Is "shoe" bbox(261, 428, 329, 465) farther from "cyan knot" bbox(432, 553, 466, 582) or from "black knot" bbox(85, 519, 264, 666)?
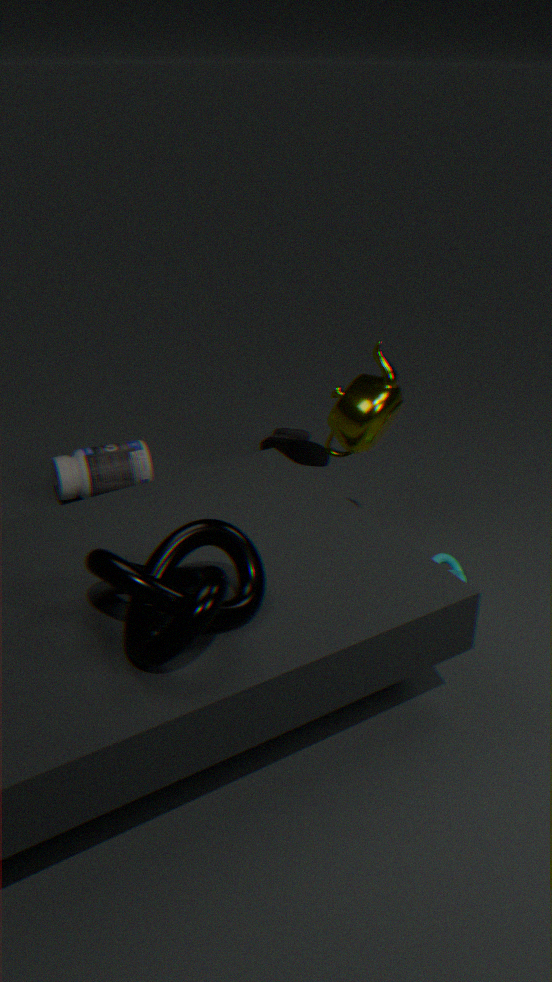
"black knot" bbox(85, 519, 264, 666)
